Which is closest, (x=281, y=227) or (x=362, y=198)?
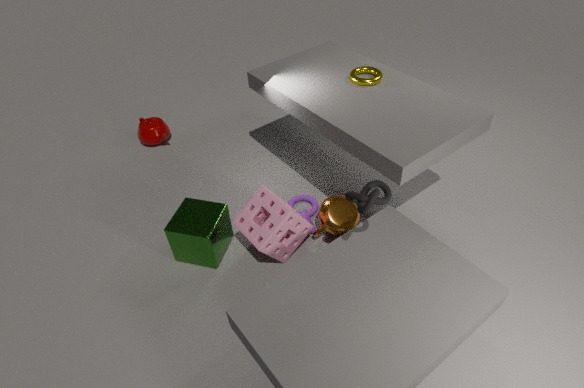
(x=362, y=198)
